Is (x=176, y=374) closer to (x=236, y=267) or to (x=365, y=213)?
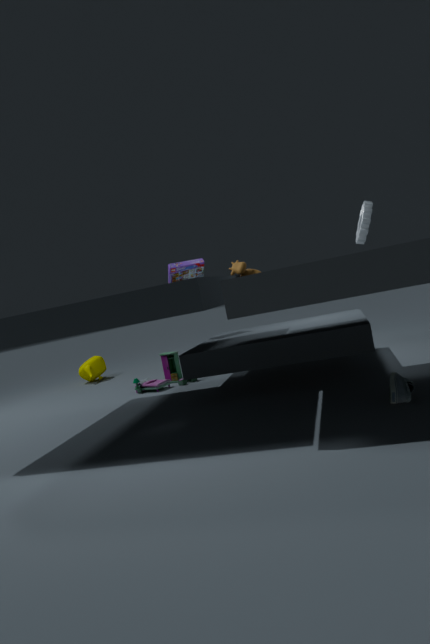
(x=236, y=267)
